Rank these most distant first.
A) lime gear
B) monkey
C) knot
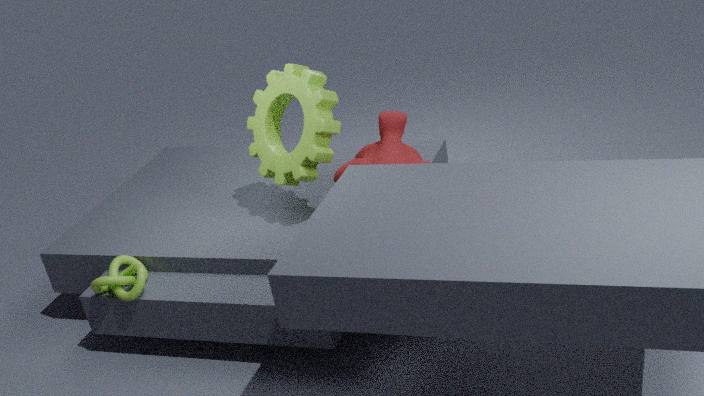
knot, monkey, lime gear
